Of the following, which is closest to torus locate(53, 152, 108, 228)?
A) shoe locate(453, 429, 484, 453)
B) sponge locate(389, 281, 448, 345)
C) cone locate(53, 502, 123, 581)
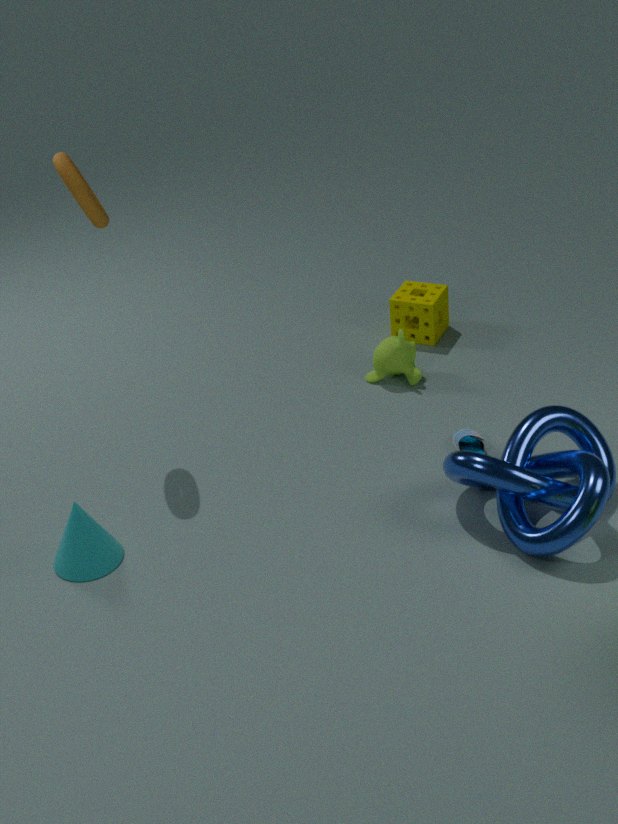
cone locate(53, 502, 123, 581)
